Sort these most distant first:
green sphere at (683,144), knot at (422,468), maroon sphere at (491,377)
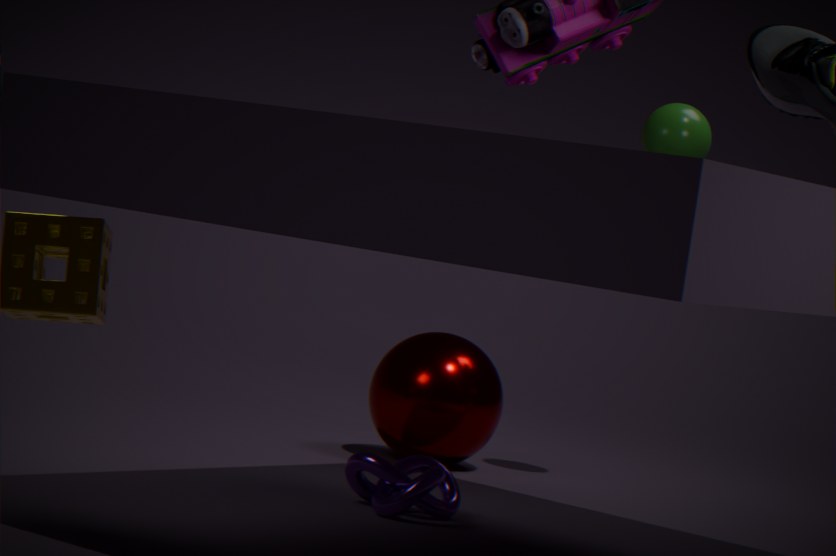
maroon sphere at (491,377) < green sphere at (683,144) < knot at (422,468)
